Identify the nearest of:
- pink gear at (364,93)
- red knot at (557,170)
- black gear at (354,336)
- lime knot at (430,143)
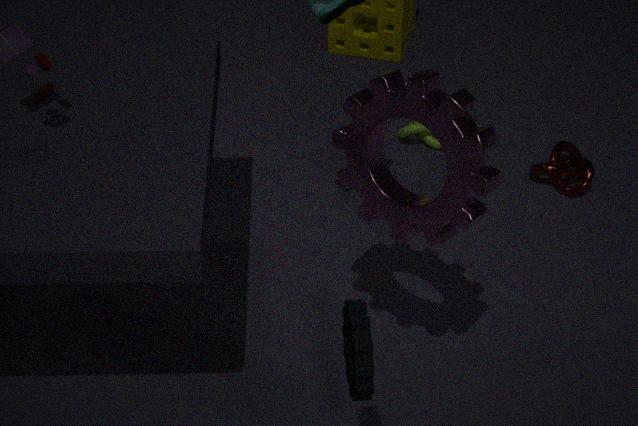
black gear at (354,336)
